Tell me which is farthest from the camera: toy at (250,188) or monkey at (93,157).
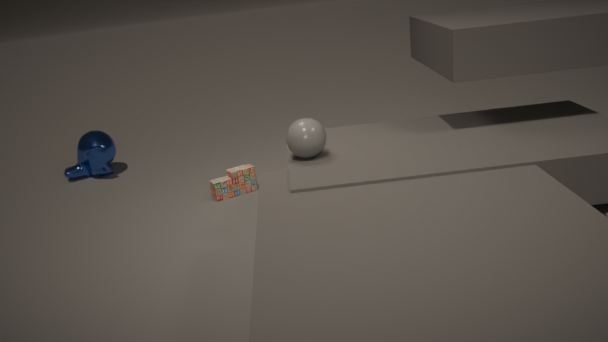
monkey at (93,157)
